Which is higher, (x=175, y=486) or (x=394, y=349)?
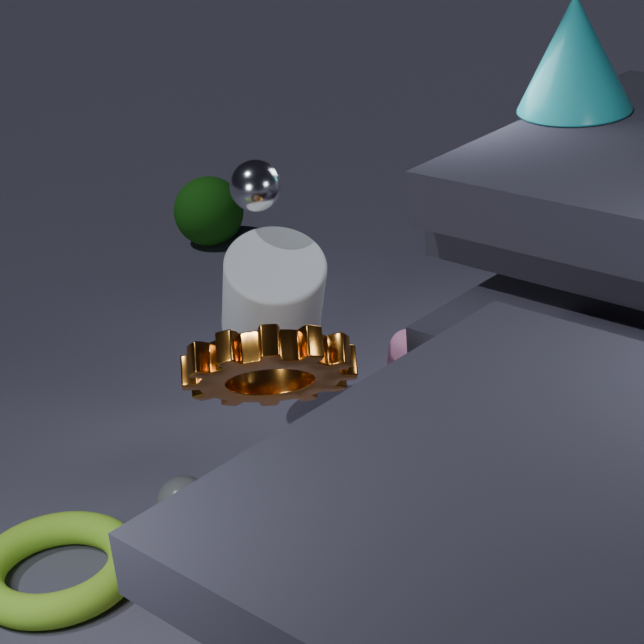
(x=394, y=349)
